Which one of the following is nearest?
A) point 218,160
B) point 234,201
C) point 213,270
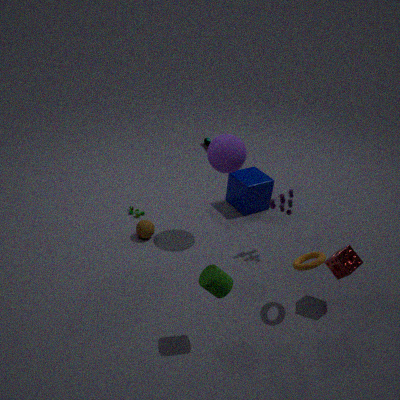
point 213,270
